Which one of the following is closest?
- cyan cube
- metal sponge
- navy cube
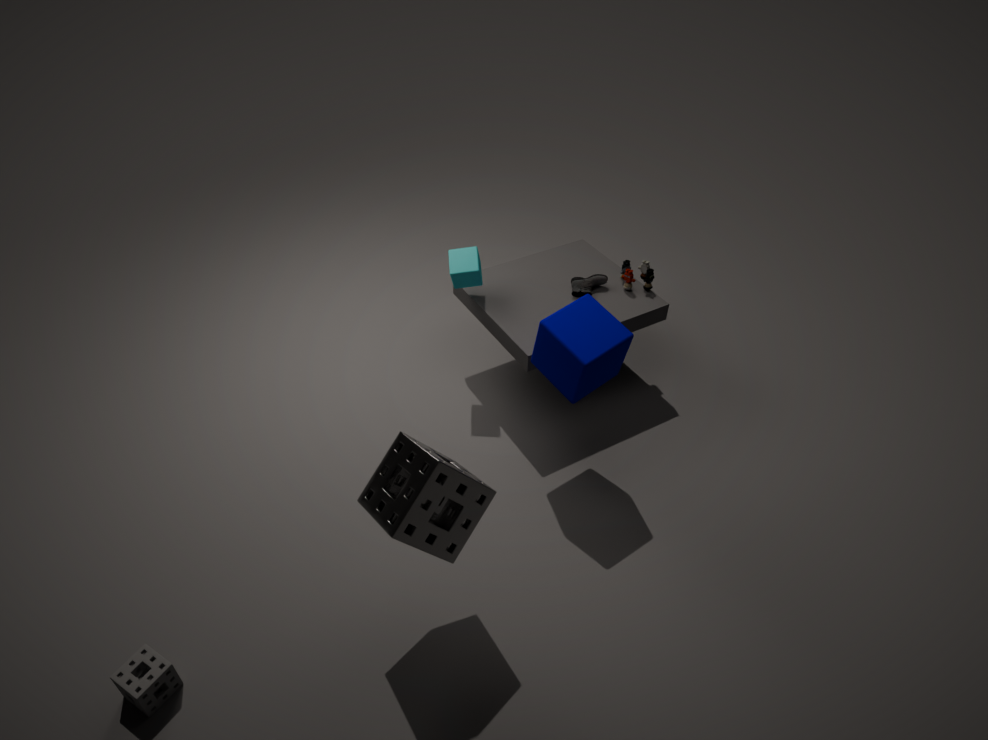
metal sponge
